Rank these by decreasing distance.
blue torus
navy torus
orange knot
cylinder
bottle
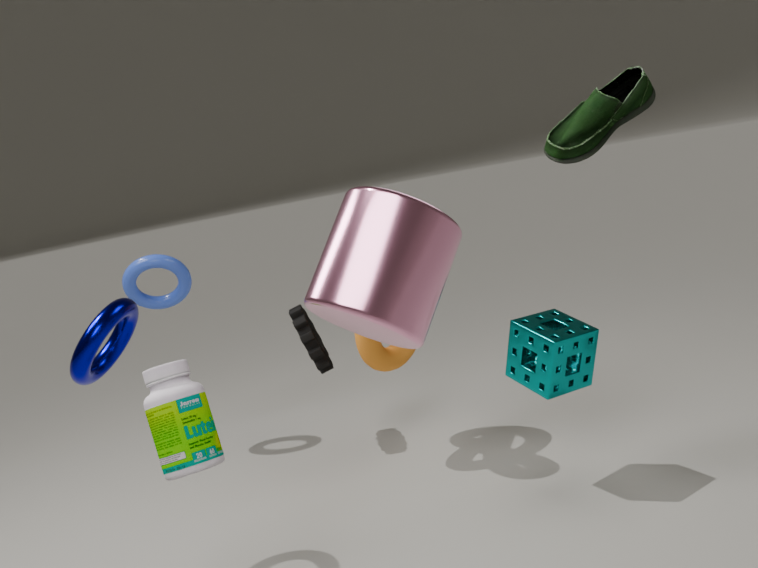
blue torus
orange knot
navy torus
bottle
cylinder
